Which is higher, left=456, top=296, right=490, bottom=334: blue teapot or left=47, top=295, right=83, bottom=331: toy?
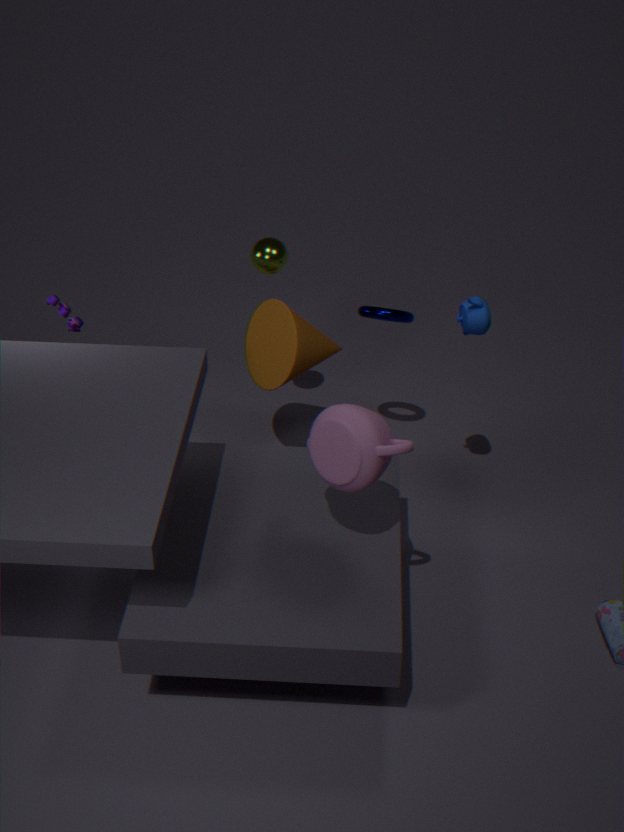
left=456, top=296, right=490, bottom=334: blue teapot
